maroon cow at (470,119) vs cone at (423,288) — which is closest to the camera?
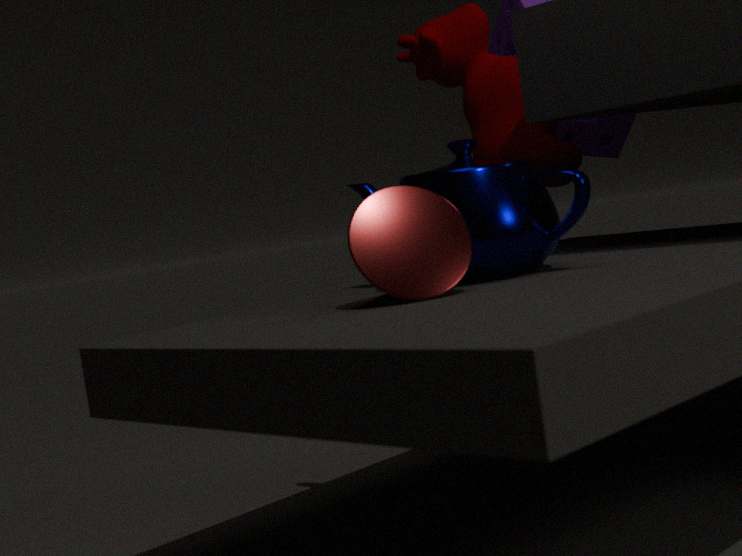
cone at (423,288)
